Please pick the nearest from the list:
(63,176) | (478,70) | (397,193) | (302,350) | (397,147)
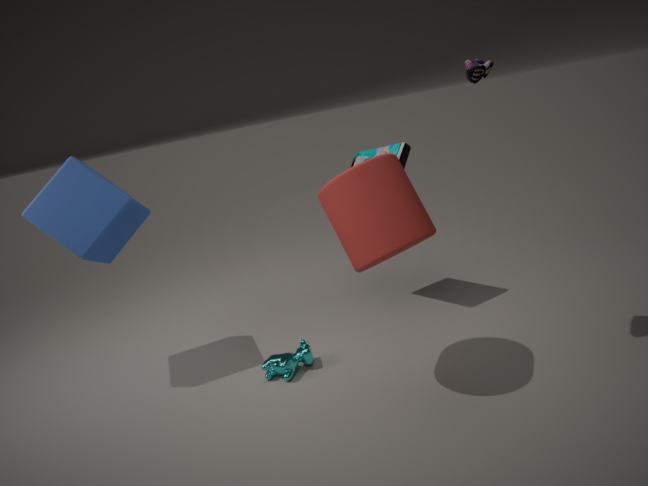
(397,193)
